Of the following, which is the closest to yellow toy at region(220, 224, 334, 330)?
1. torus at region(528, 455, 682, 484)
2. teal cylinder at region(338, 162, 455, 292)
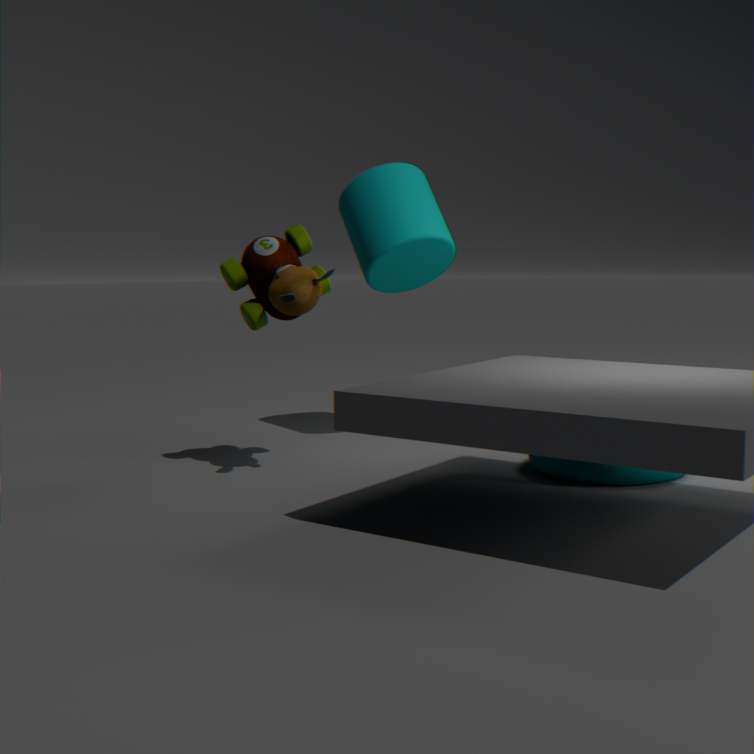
teal cylinder at region(338, 162, 455, 292)
